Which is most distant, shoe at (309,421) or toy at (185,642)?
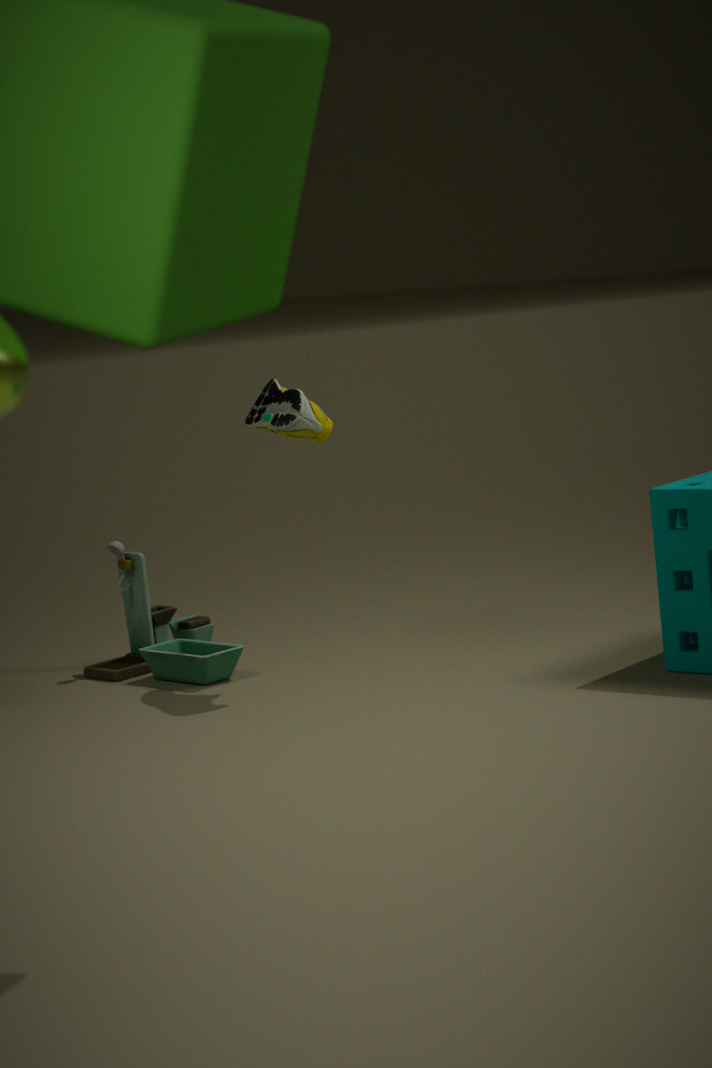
toy at (185,642)
